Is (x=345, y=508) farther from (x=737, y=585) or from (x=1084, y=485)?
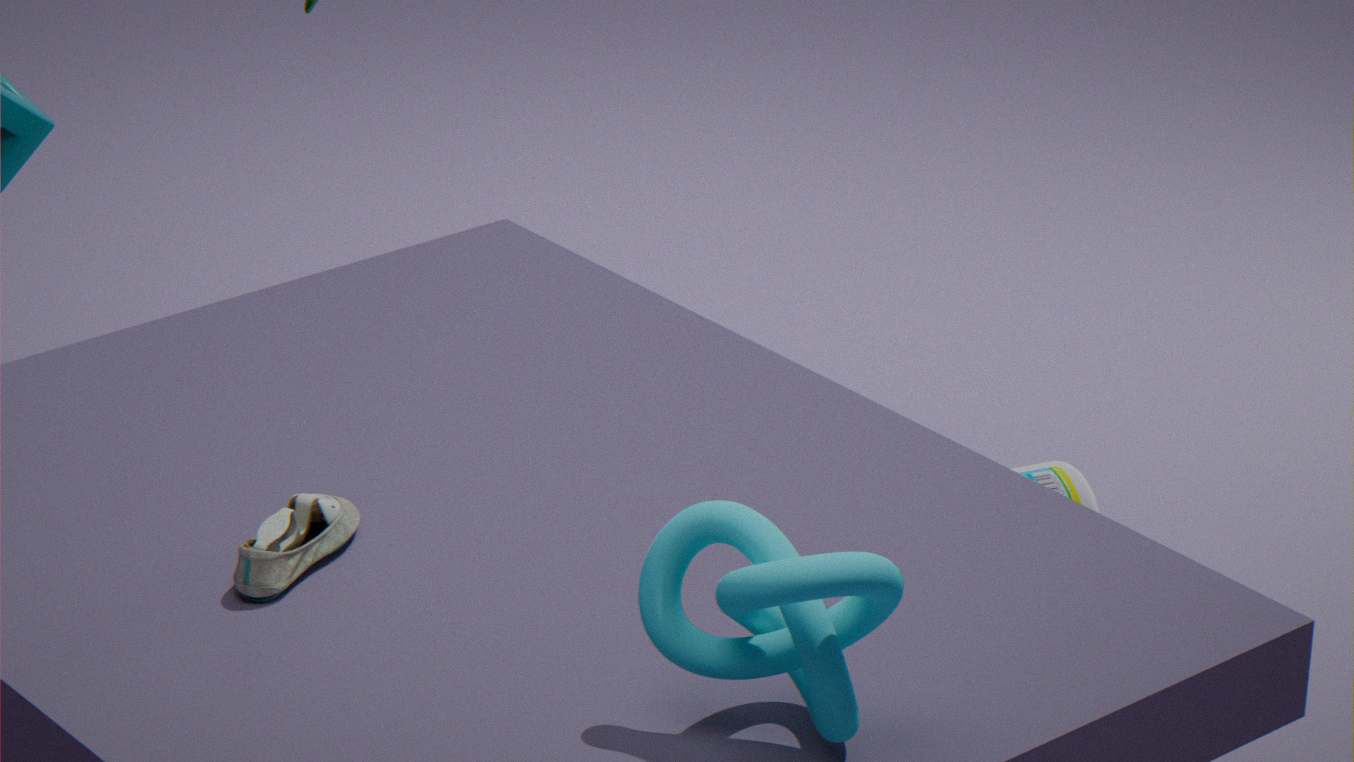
(x=1084, y=485)
